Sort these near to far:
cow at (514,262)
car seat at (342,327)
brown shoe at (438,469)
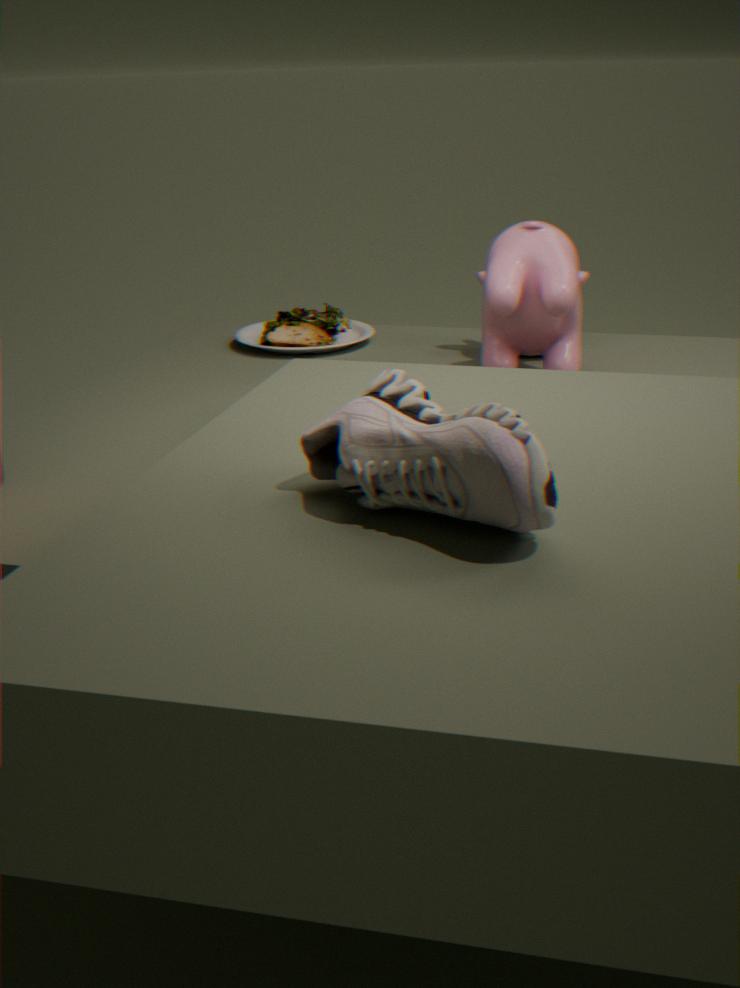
brown shoe at (438,469) → cow at (514,262) → car seat at (342,327)
